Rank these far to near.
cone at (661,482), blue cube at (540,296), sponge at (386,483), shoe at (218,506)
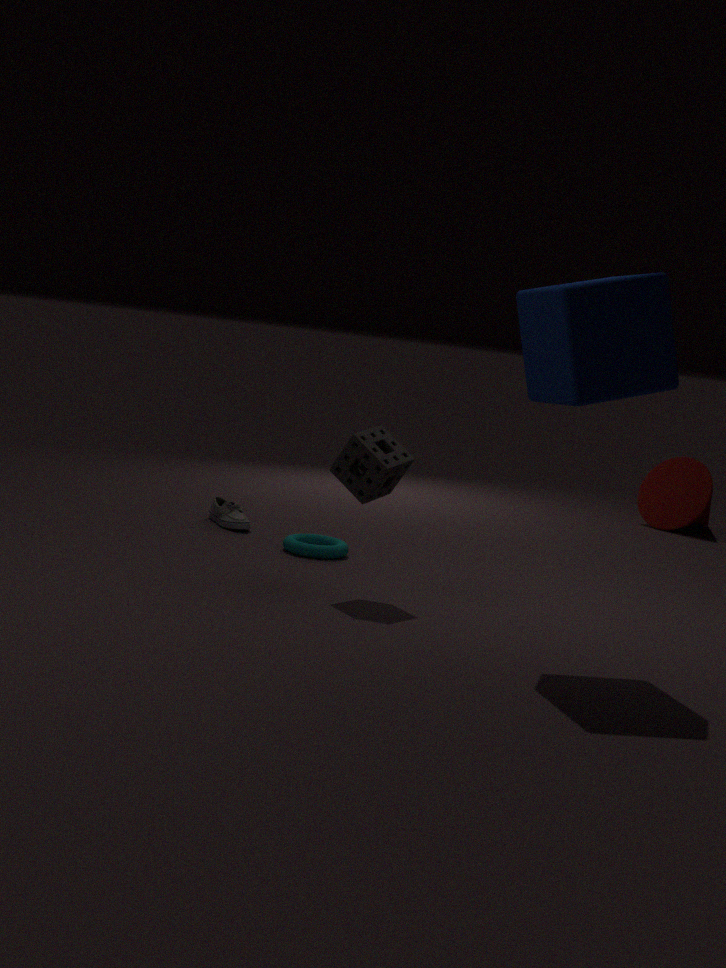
cone at (661,482), shoe at (218,506), sponge at (386,483), blue cube at (540,296)
